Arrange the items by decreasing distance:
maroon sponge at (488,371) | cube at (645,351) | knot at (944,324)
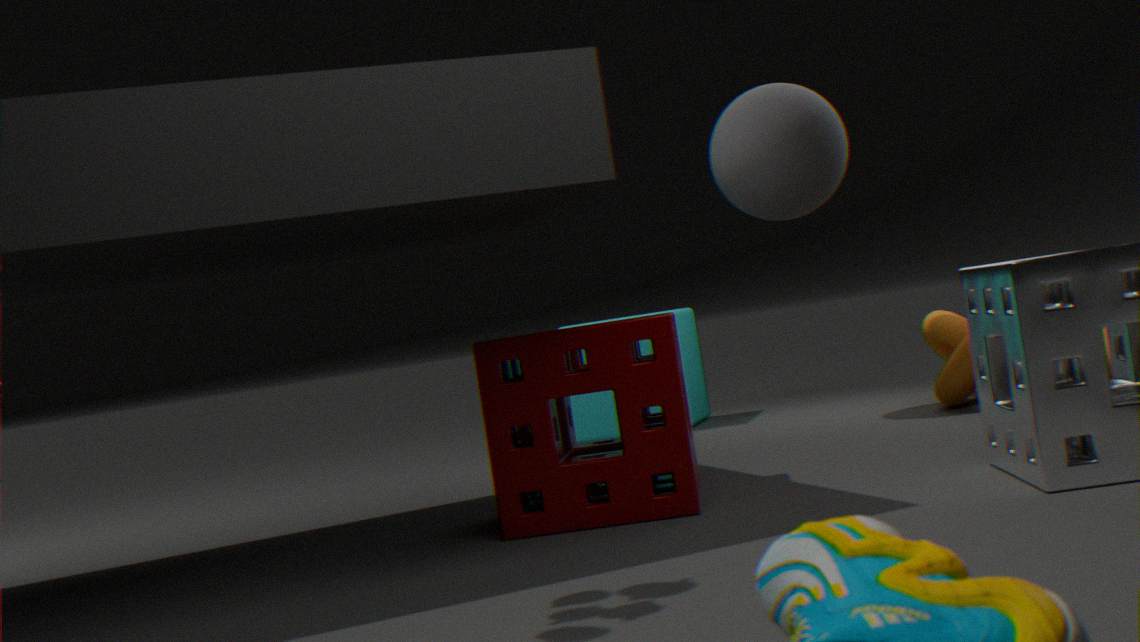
cube at (645,351) → knot at (944,324) → maroon sponge at (488,371)
